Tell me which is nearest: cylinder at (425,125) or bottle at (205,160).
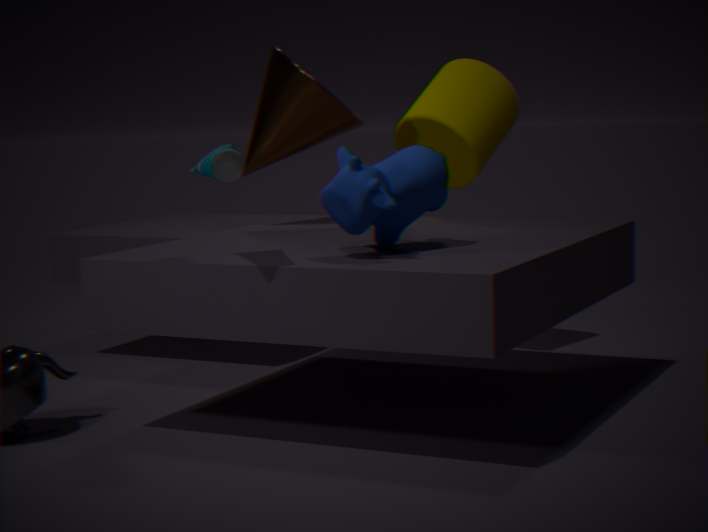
bottle at (205,160)
